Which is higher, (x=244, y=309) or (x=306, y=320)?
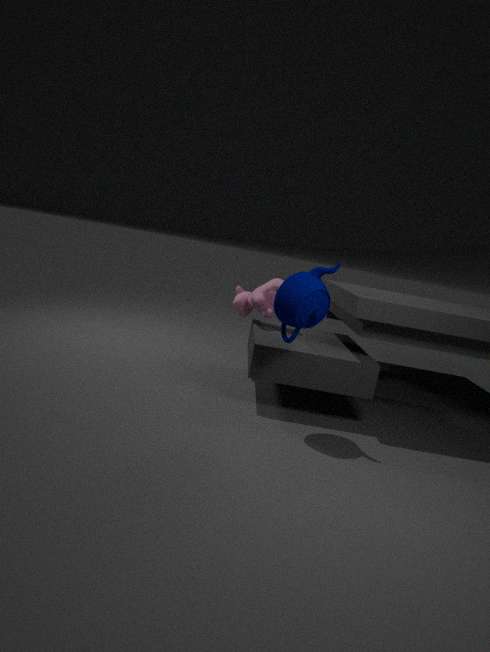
(x=306, y=320)
